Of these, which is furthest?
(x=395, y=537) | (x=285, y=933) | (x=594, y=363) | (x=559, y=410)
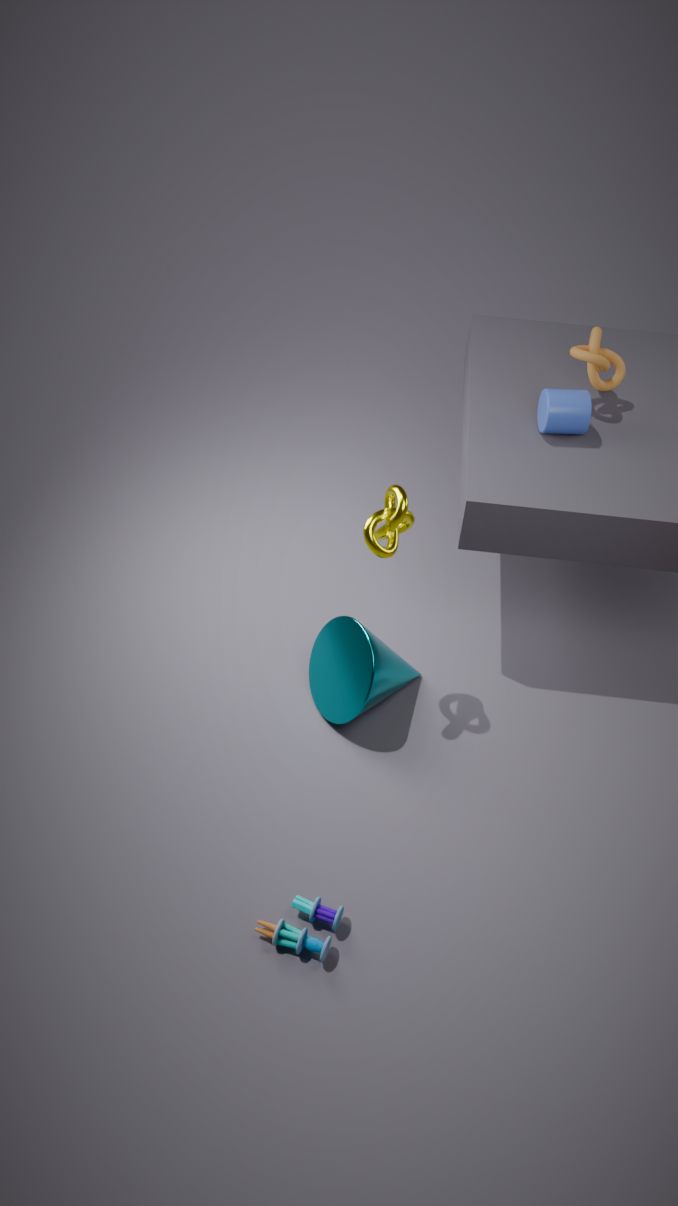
(x=594, y=363)
